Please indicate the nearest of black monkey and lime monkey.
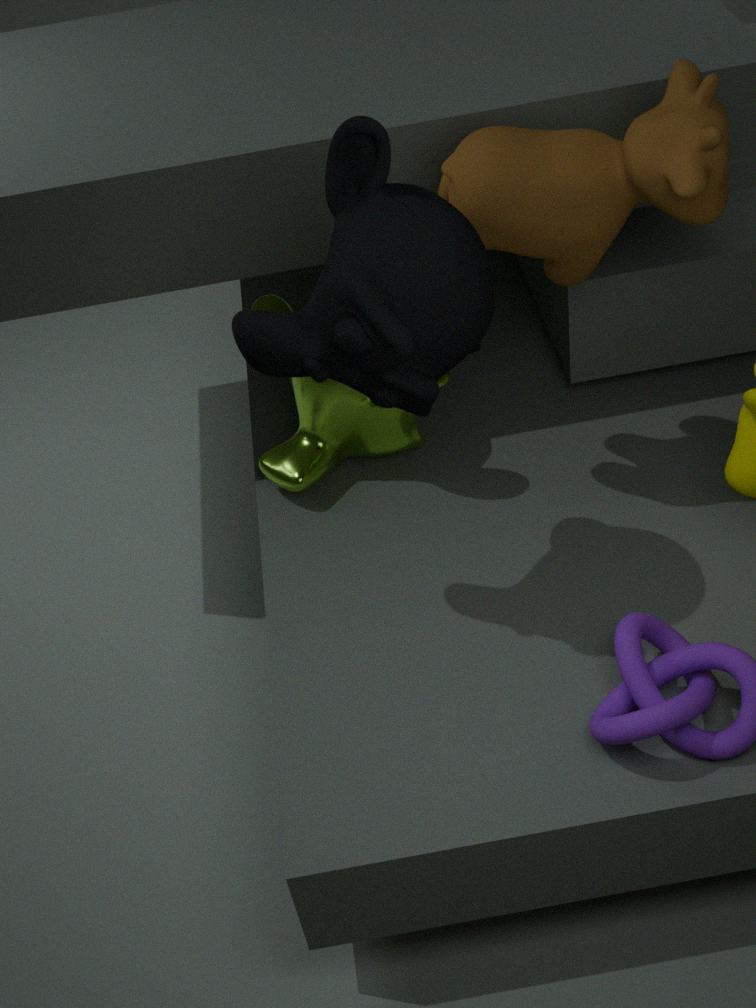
black monkey
